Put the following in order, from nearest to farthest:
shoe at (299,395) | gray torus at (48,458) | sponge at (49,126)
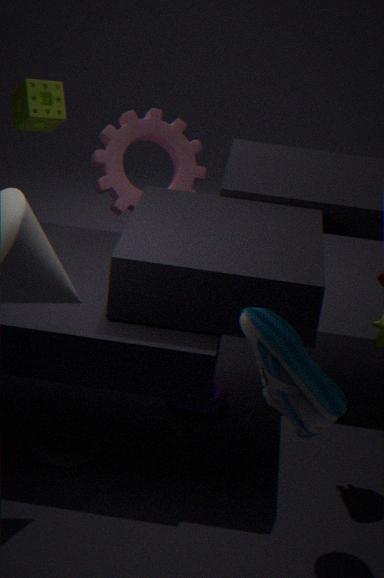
shoe at (299,395) < gray torus at (48,458) < sponge at (49,126)
